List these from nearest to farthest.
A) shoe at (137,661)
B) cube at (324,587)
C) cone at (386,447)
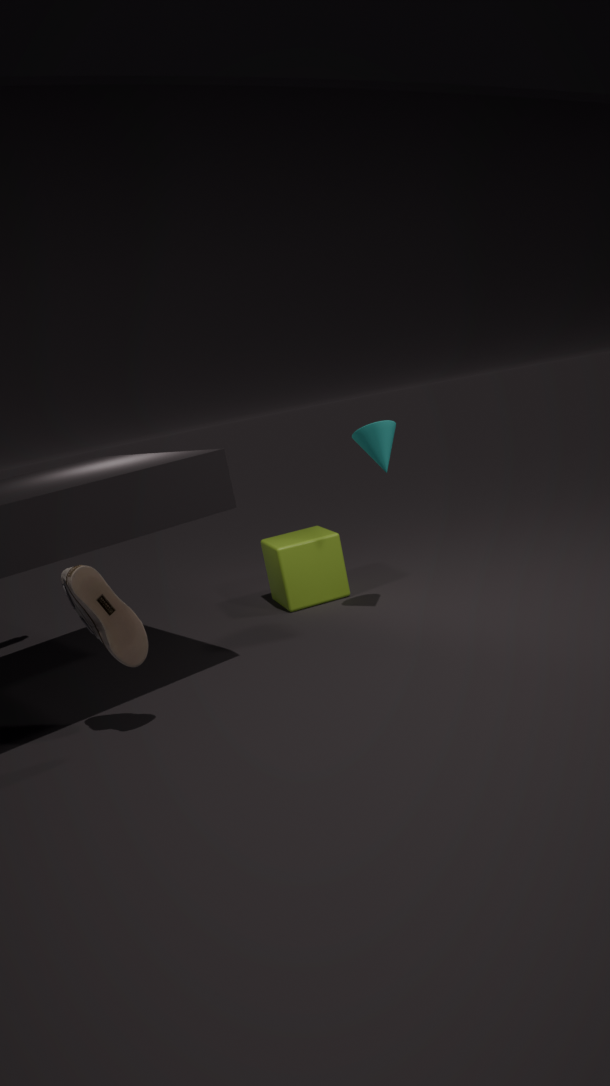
shoe at (137,661), cone at (386,447), cube at (324,587)
